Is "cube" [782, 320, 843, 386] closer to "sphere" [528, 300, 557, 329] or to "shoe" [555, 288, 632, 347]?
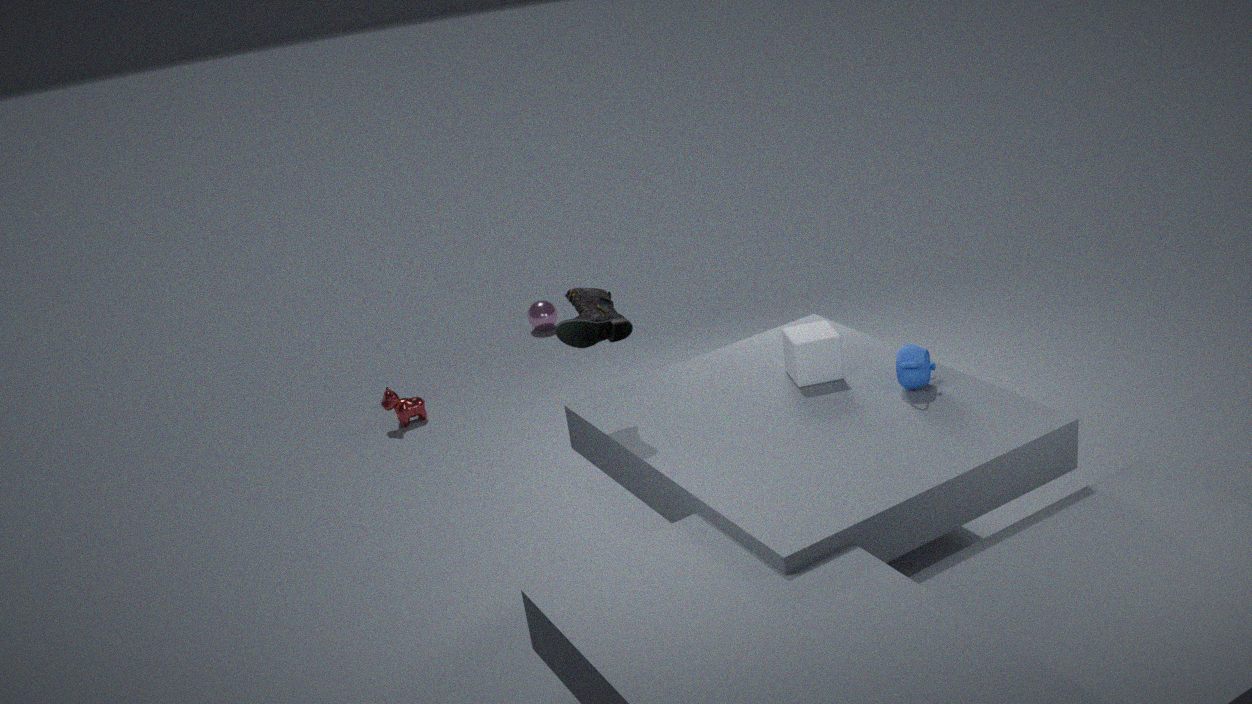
"shoe" [555, 288, 632, 347]
